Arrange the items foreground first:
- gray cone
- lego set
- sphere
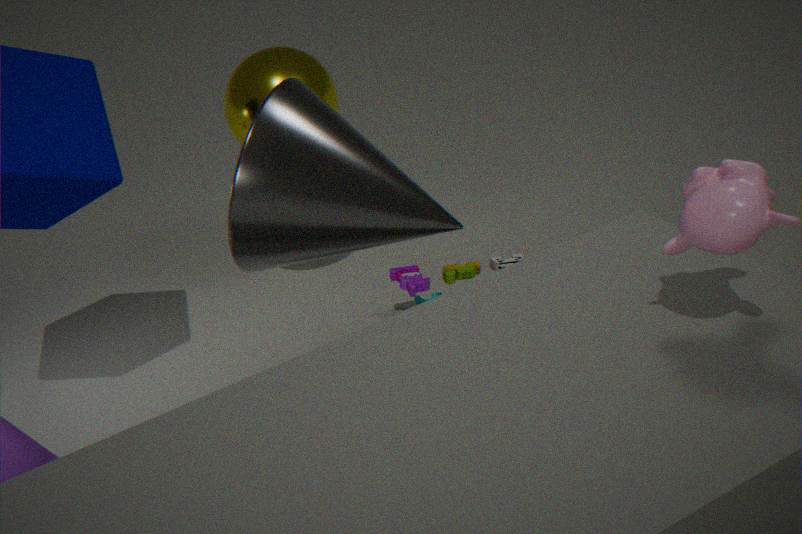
1. gray cone
2. sphere
3. lego set
